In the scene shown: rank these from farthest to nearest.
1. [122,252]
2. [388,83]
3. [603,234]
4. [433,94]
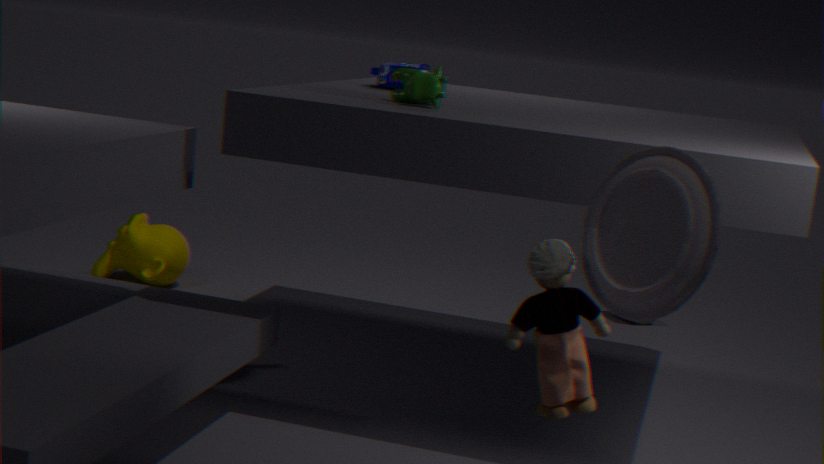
[122,252], [388,83], [433,94], [603,234]
